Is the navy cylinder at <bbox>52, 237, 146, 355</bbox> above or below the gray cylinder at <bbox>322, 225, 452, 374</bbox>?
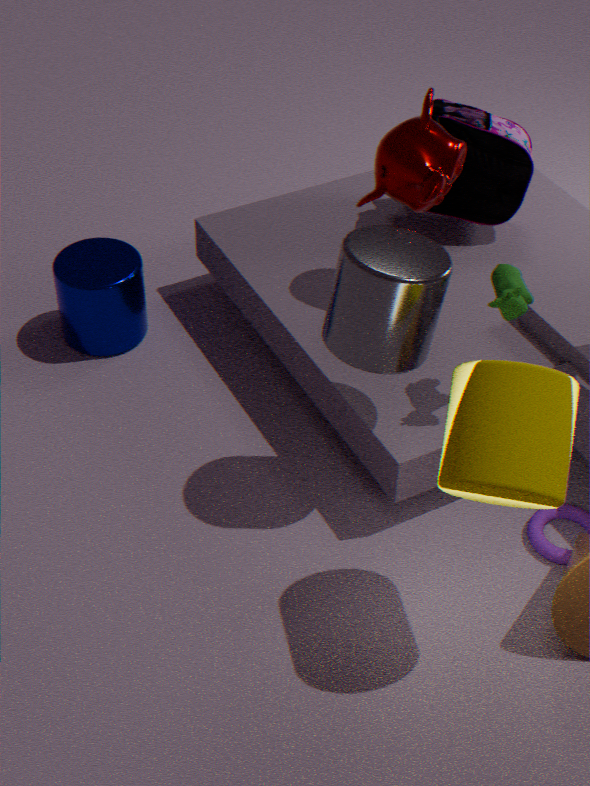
below
